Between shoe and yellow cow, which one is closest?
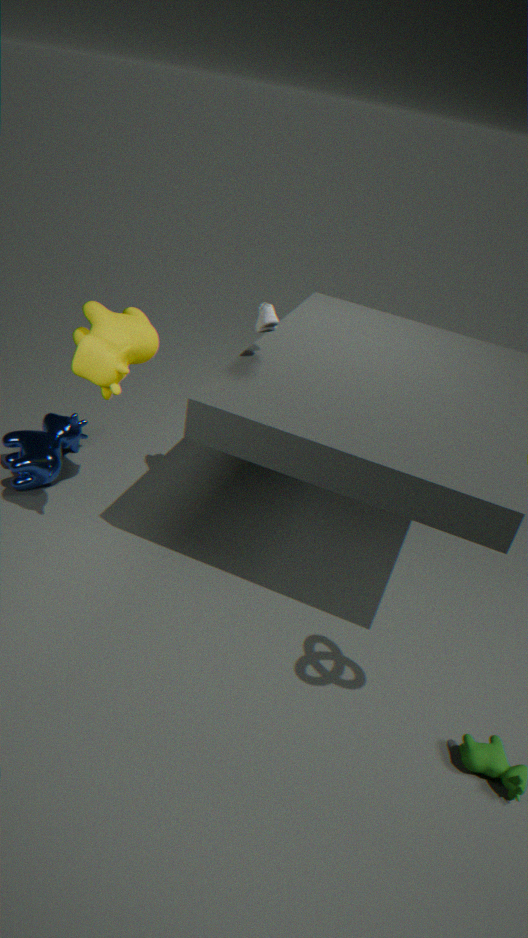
yellow cow
